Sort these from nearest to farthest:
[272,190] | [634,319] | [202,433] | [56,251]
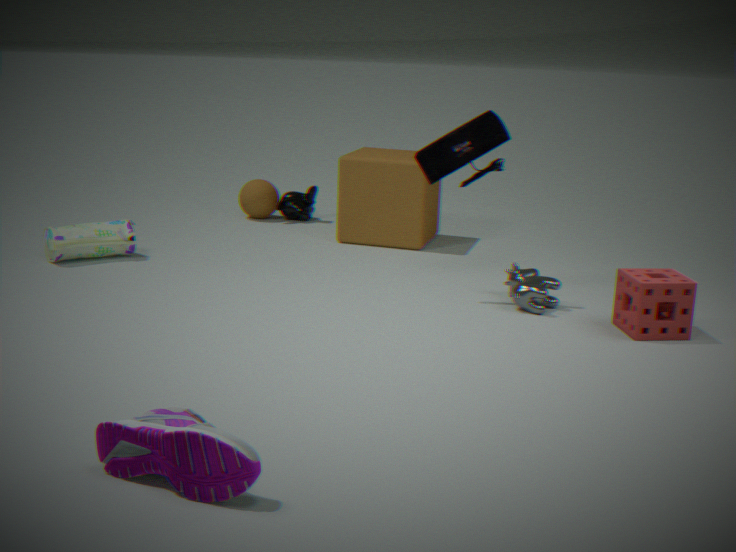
1. [202,433]
2. [634,319]
3. [56,251]
4. [272,190]
